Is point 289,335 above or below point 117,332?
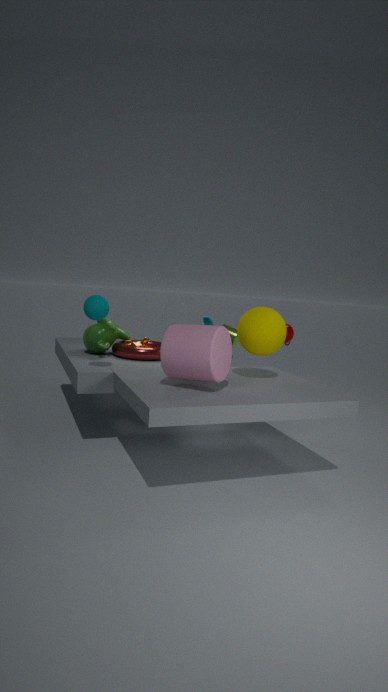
above
